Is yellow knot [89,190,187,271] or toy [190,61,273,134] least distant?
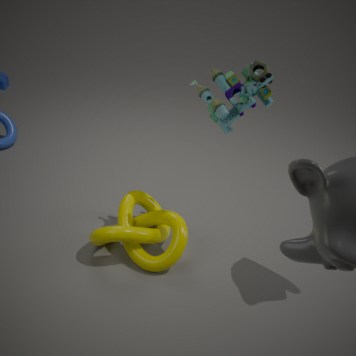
toy [190,61,273,134]
